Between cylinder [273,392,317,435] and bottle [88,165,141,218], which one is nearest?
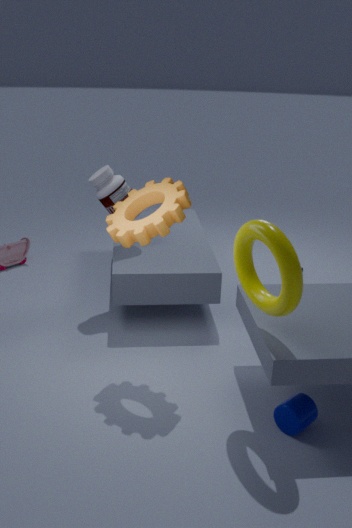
cylinder [273,392,317,435]
